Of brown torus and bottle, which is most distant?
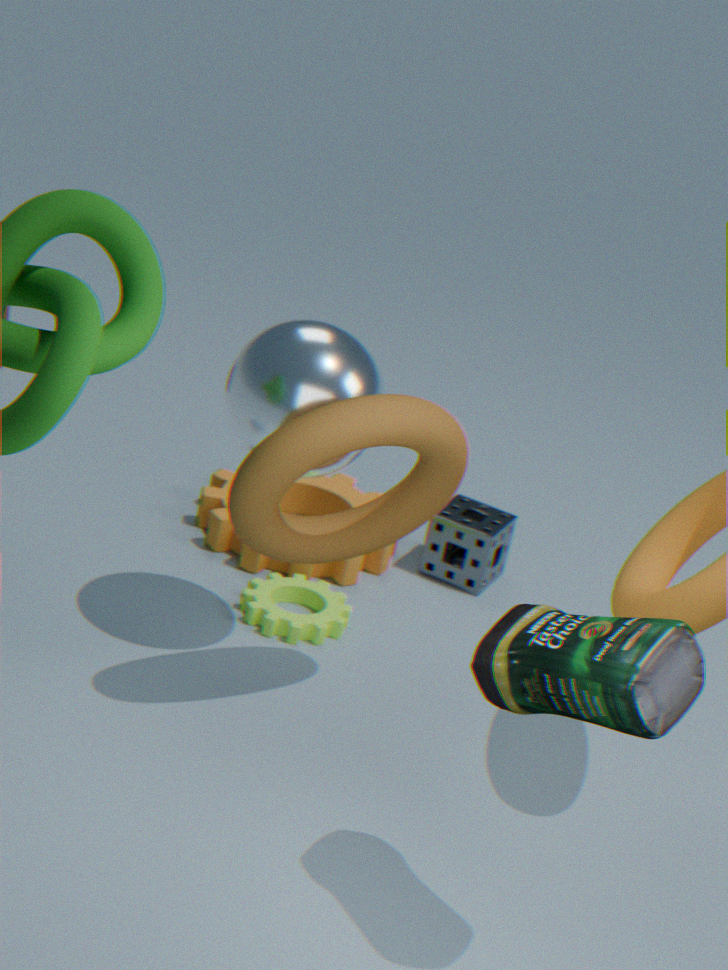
brown torus
